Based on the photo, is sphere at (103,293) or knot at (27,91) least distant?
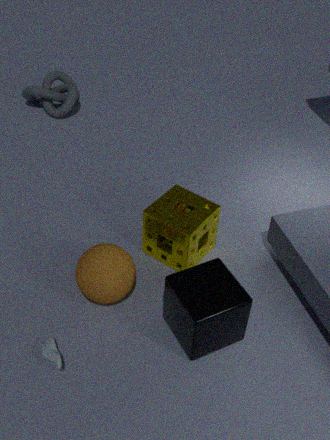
sphere at (103,293)
